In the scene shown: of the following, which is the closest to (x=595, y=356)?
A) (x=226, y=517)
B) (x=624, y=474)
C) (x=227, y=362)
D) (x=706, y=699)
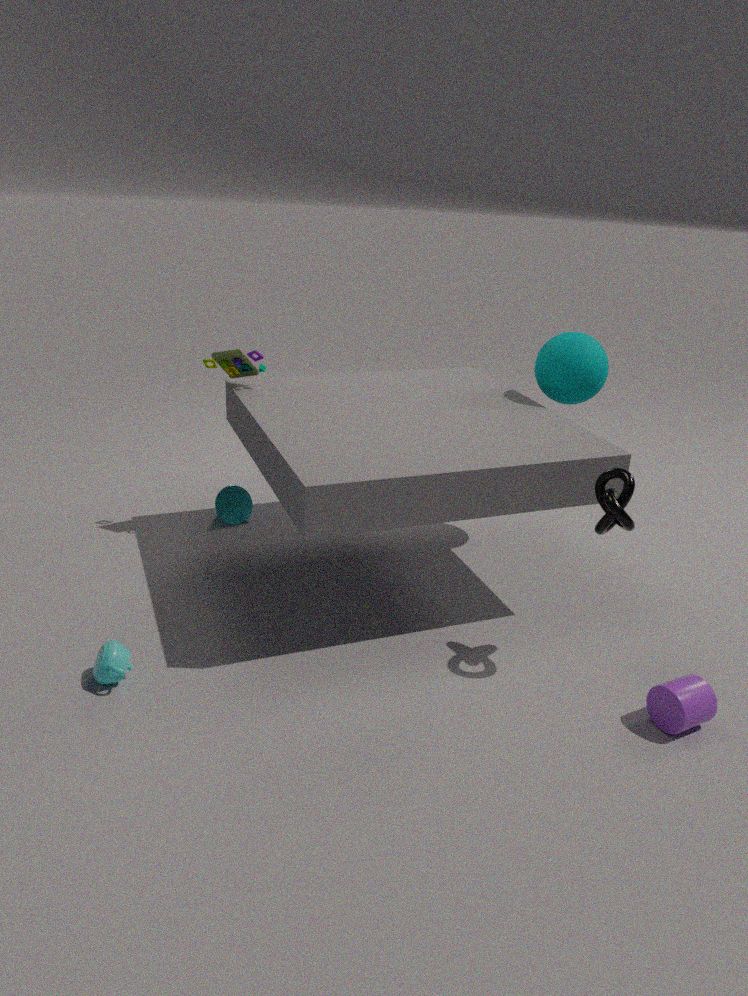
(x=624, y=474)
